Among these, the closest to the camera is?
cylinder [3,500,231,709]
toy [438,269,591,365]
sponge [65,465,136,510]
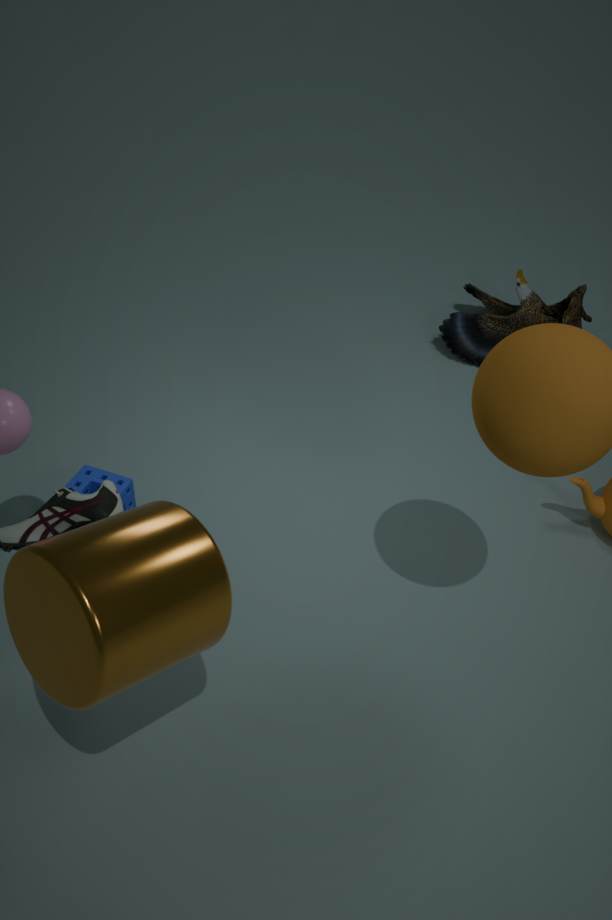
cylinder [3,500,231,709]
